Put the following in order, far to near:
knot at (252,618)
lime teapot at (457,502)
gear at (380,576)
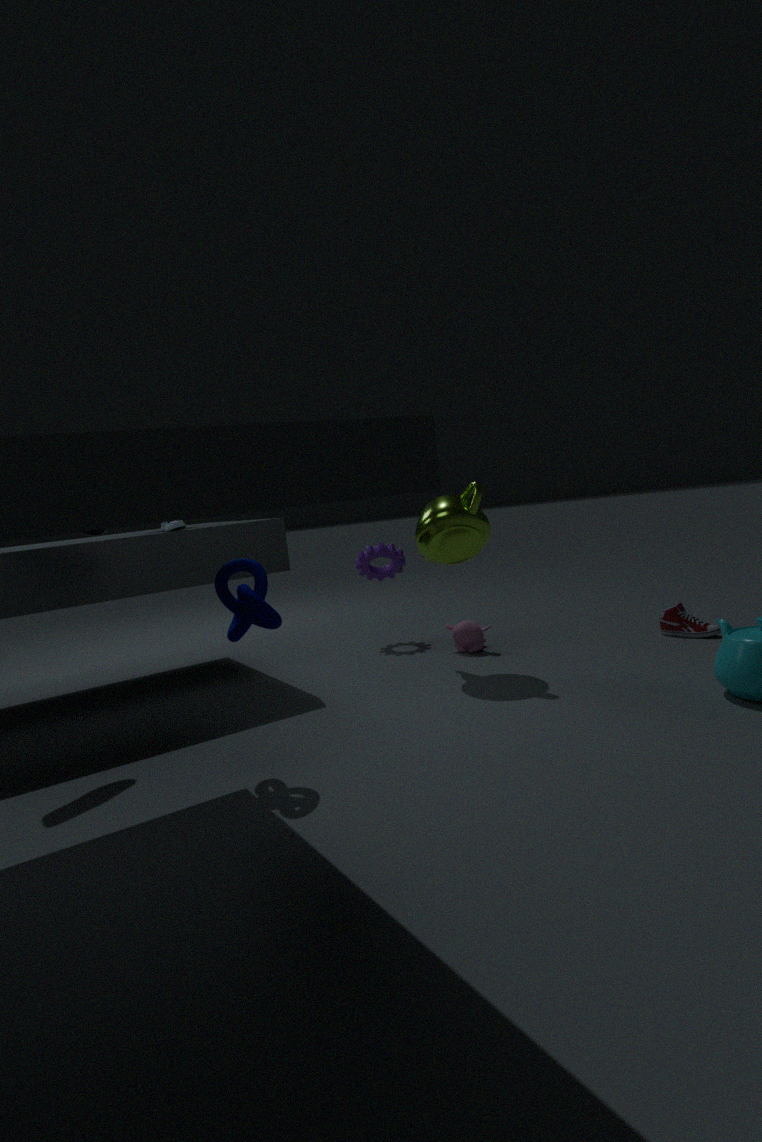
gear at (380,576), lime teapot at (457,502), knot at (252,618)
